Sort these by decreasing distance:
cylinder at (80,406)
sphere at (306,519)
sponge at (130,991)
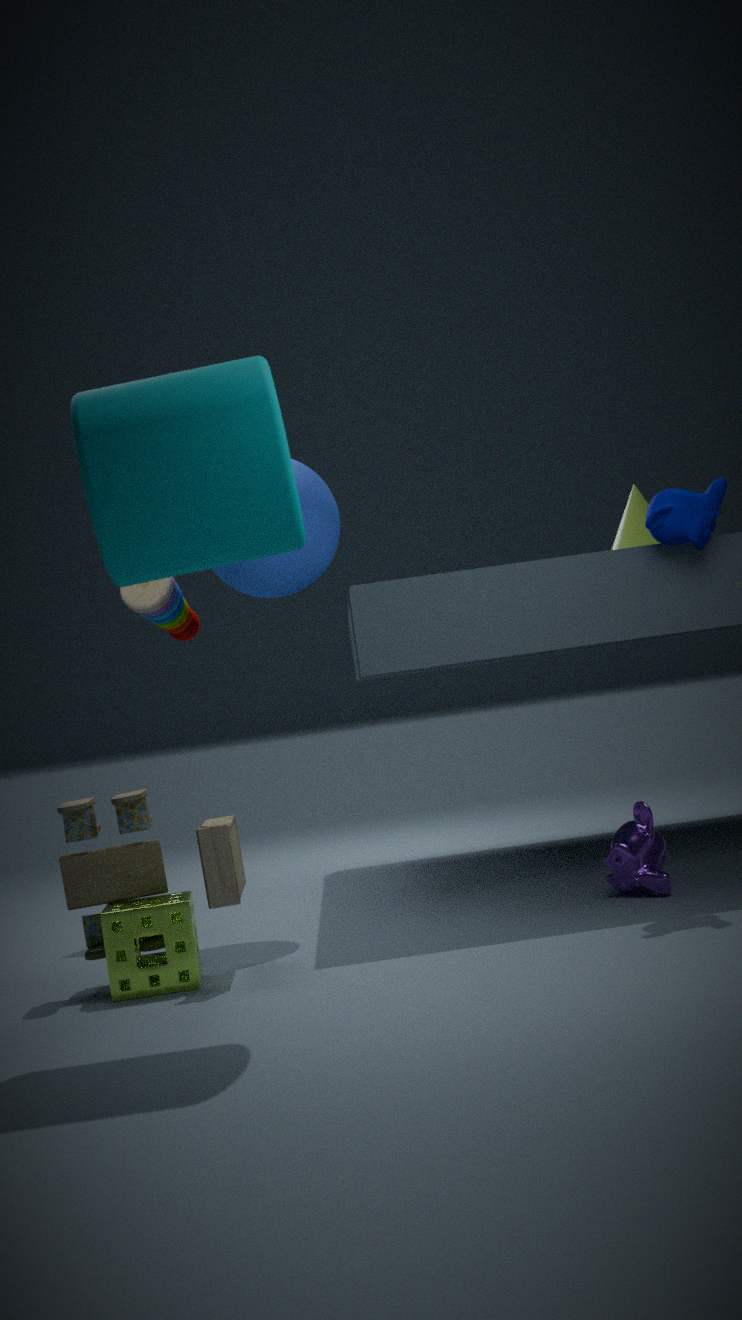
sphere at (306,519) → sponge at (130,991) → cylinder at (80,406)
